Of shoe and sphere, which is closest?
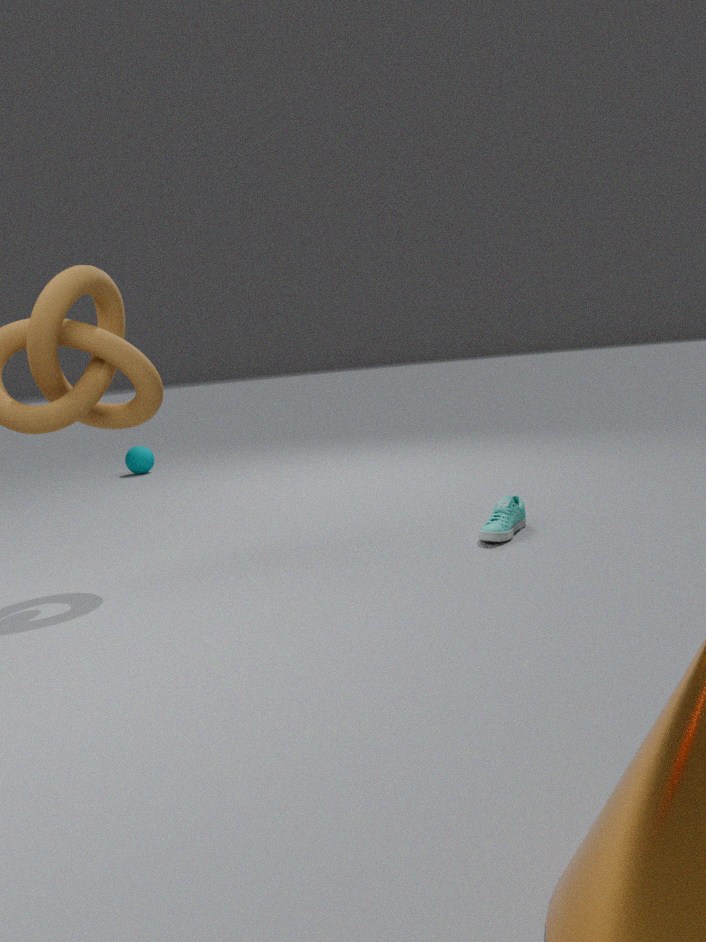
shoe
